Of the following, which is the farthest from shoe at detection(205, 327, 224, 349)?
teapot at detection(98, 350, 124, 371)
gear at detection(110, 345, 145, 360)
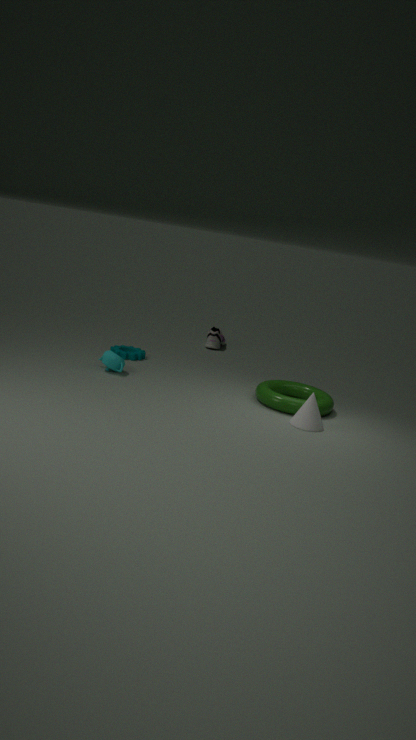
teapot at detection(98, 350, 124, 371)
